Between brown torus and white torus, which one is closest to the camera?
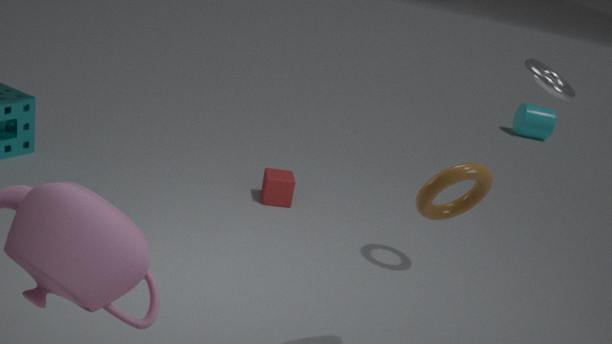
brown torus
